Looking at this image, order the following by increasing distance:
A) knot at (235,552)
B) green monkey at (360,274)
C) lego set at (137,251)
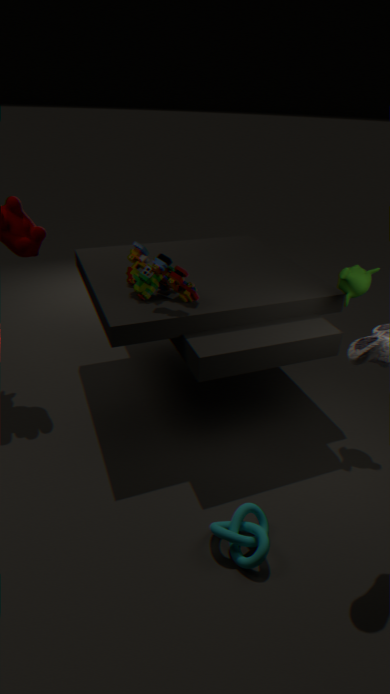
1. knot at (235,552)
2. lego set at (137,251)
3. green monkey at (360,274)
